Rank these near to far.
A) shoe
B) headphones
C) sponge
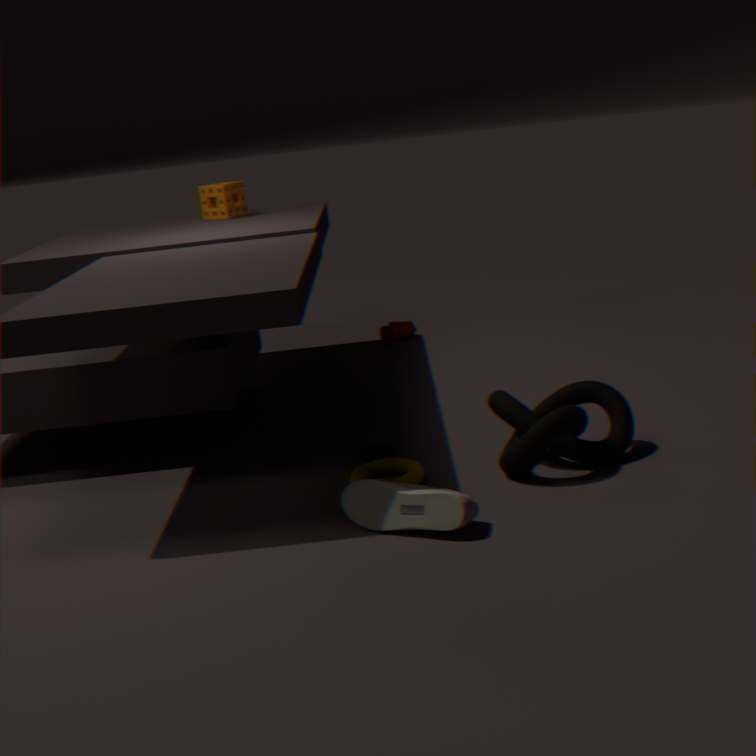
1. shoe
2. headphones
3. sponge
